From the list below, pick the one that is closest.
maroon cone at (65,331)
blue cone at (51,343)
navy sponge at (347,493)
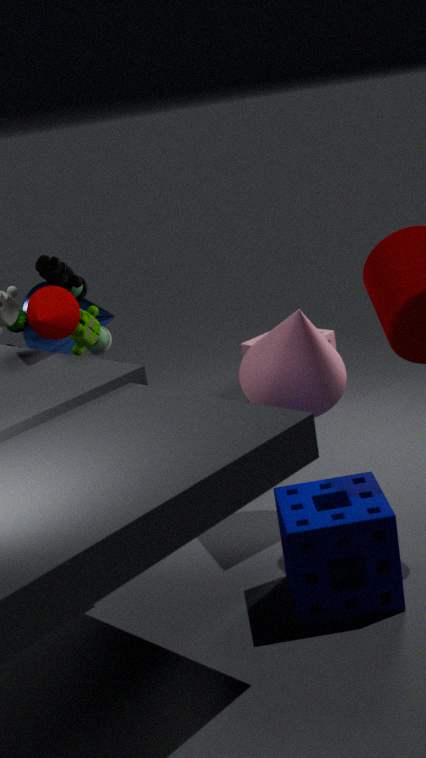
navy sponge at (347,493)
